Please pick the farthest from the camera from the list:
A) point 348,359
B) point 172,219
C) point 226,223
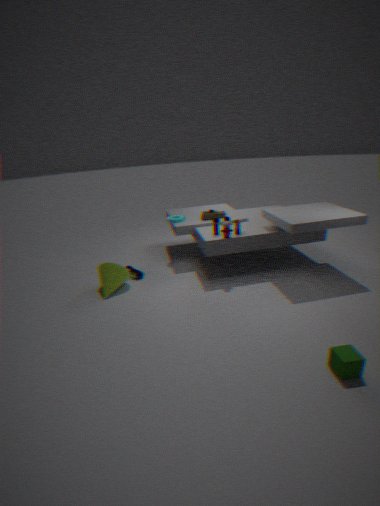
point 172,219
